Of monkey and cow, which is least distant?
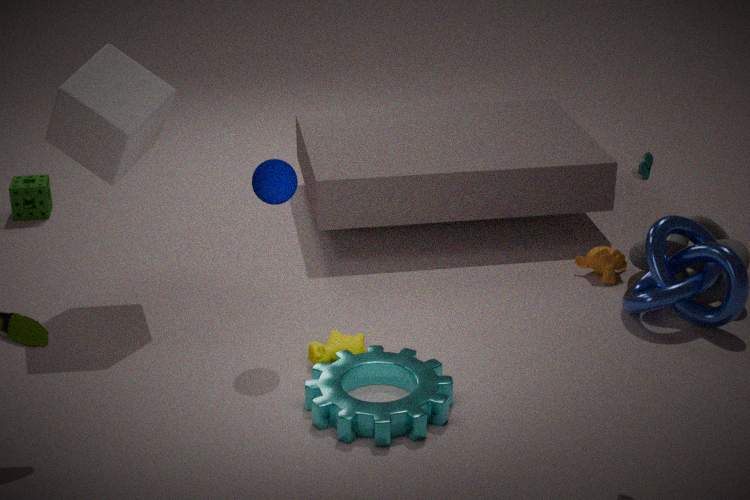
cow
